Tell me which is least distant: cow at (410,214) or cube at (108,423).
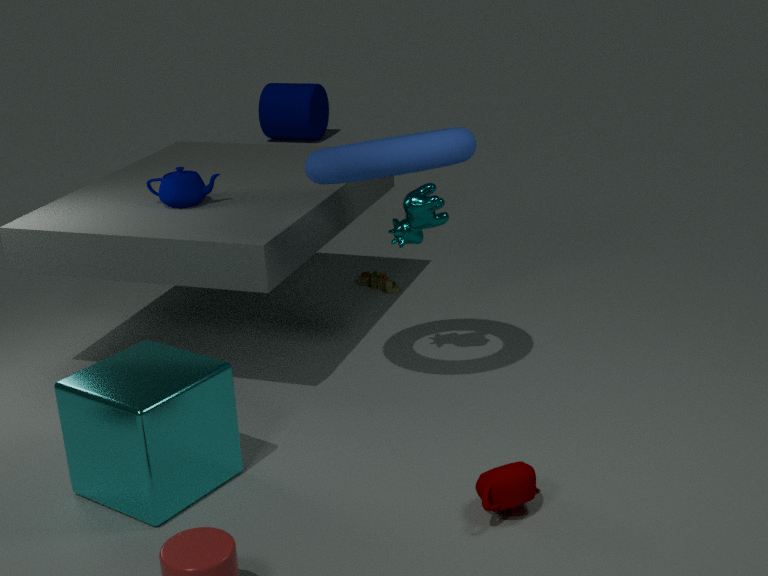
cube at (108,423)
